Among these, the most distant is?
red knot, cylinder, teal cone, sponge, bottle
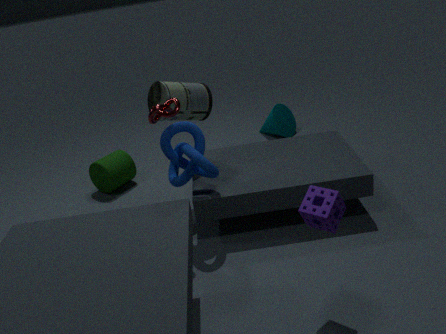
teal cone
